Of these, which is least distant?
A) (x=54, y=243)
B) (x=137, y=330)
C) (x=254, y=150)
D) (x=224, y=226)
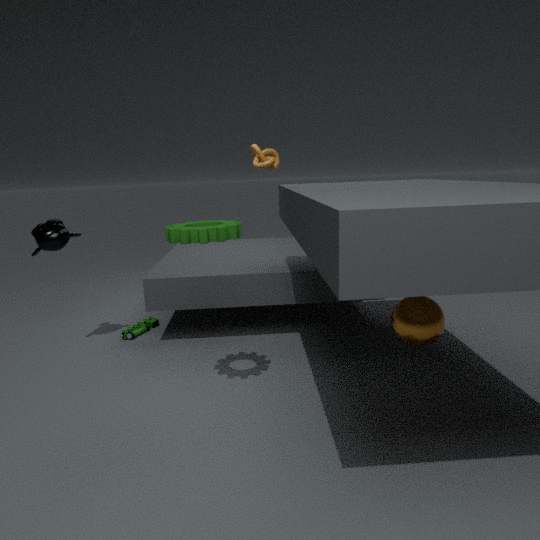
(x=224, y=226)
